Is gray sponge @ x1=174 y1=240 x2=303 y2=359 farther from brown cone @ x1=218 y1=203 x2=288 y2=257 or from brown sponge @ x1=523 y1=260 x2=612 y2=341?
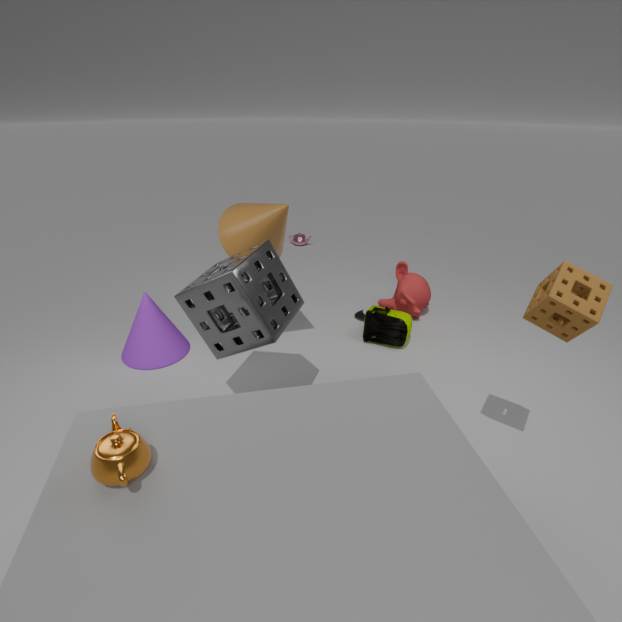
brown sponge @ x1=523 y1=260 x2=612 y2=341
